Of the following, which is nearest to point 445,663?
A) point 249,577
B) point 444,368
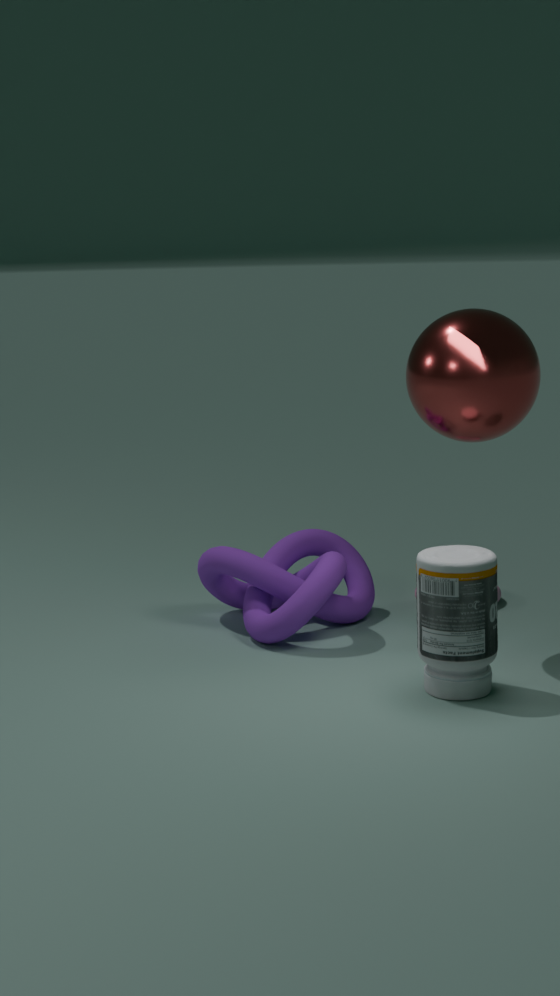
point 444,368
